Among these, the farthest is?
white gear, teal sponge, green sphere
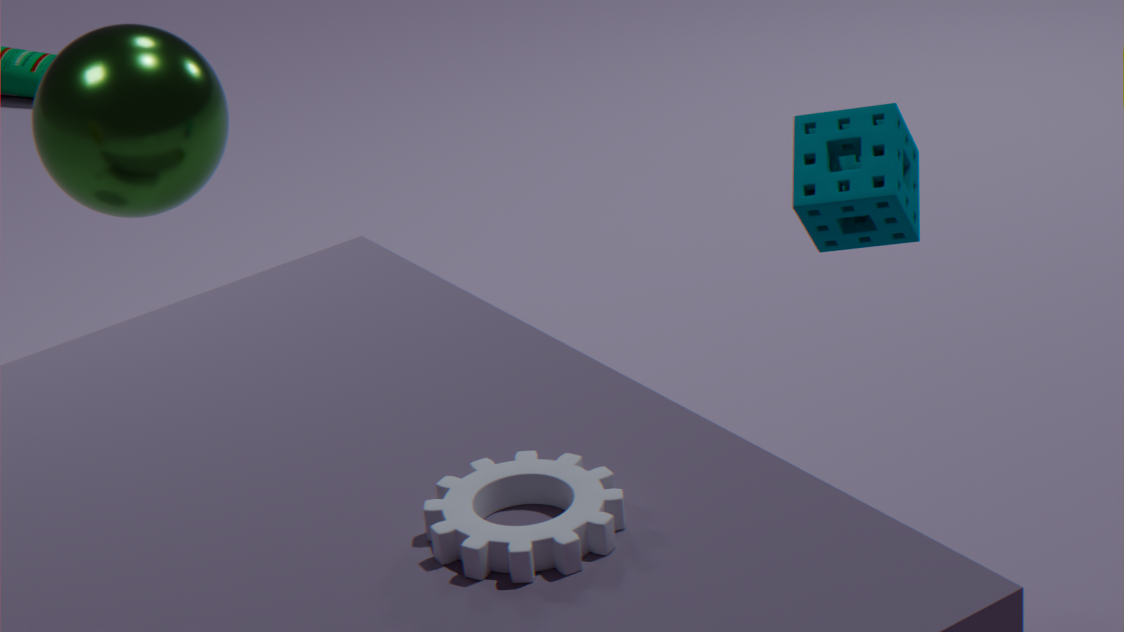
green sphere
